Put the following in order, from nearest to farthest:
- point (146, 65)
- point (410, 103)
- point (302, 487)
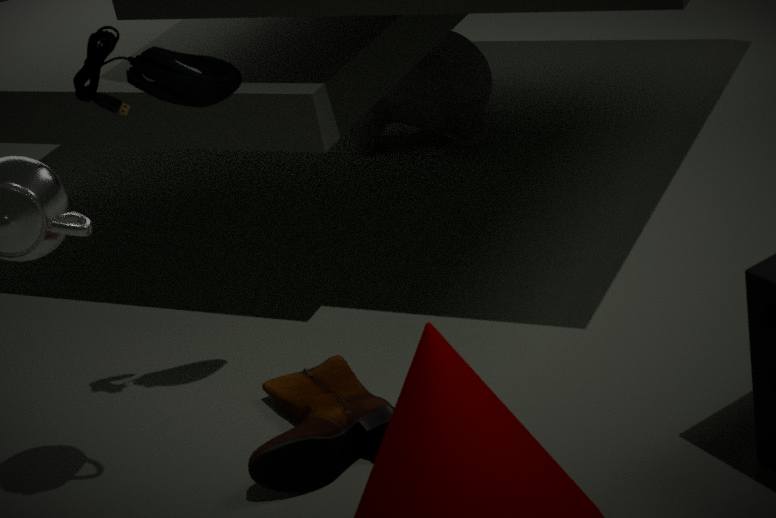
point (146, 65) < point (302, 487) < point (410, 103)
